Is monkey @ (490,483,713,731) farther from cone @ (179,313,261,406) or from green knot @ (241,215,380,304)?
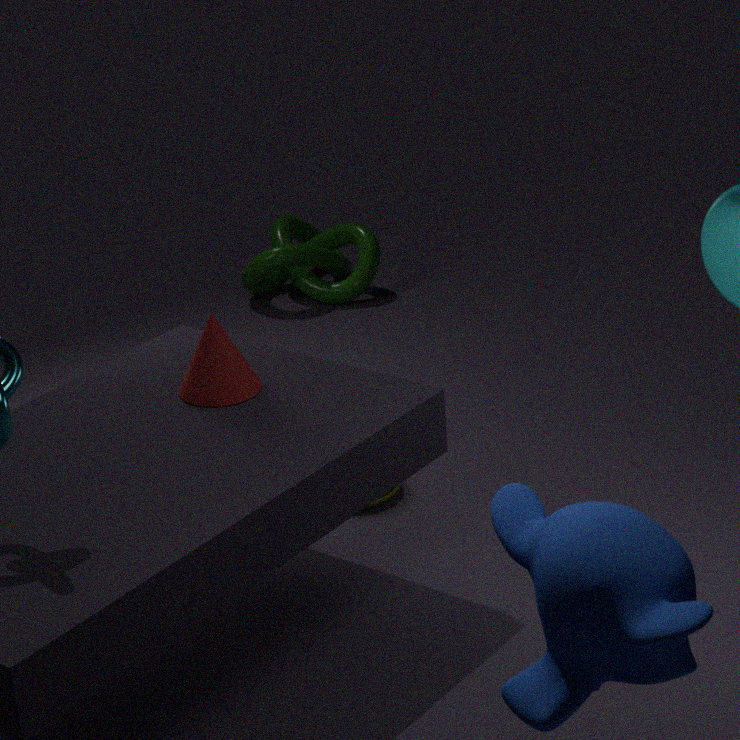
green knot @ (241,215,380,304)
